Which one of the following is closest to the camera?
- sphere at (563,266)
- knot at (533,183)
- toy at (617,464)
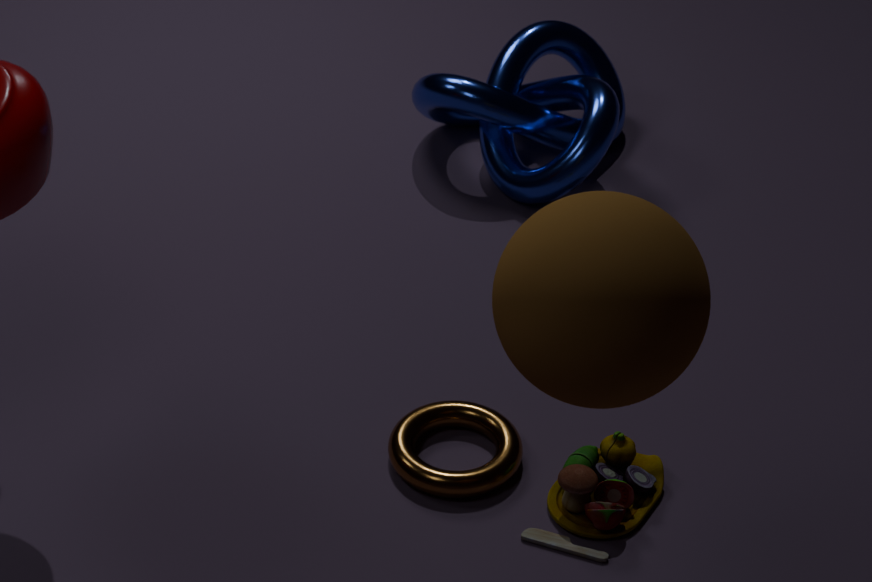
sphere at (563,266)
